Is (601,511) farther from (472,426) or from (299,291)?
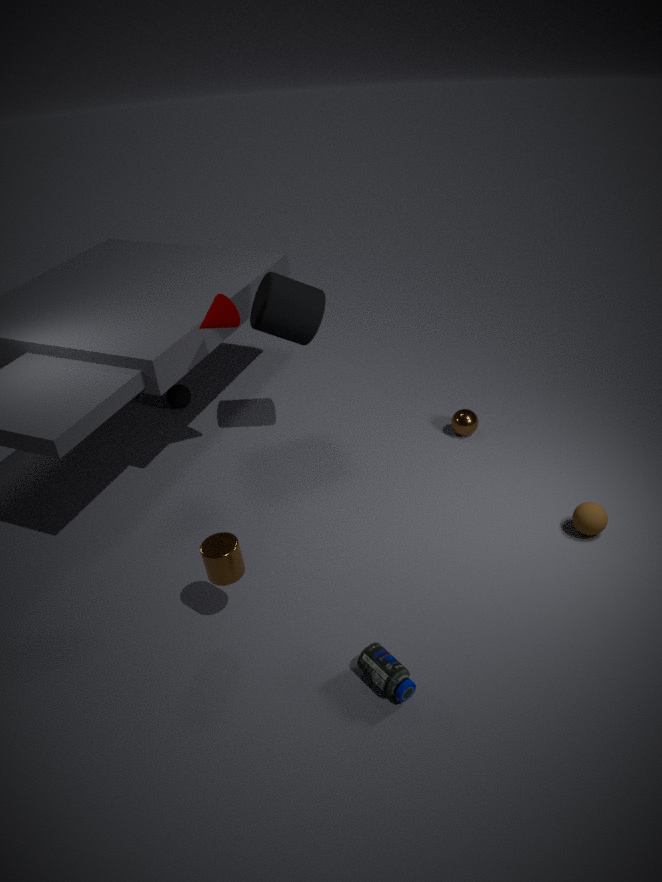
(299,291)
